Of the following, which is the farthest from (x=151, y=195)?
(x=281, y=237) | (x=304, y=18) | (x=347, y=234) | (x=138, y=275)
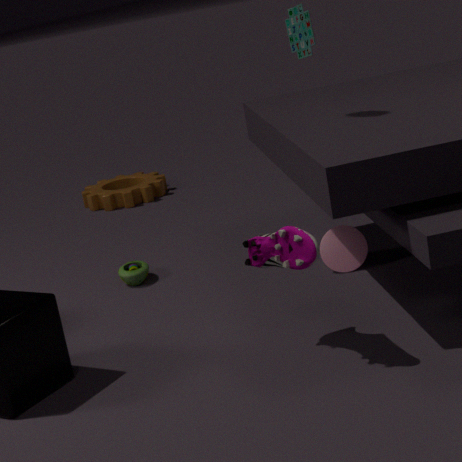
(x=281, y=237)
